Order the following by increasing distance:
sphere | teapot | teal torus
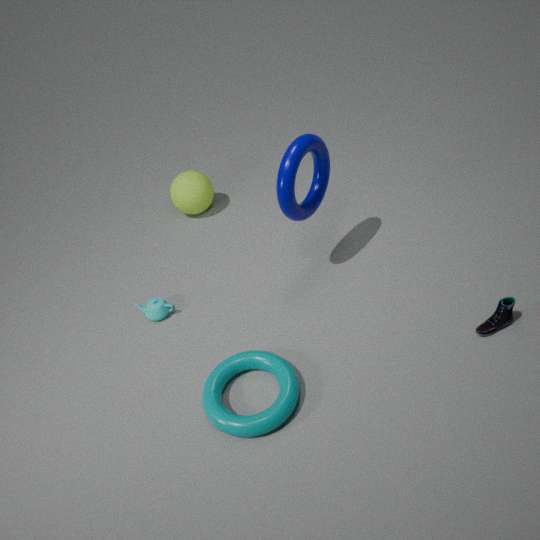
1. teal torus
2. teapot
3. sphere
